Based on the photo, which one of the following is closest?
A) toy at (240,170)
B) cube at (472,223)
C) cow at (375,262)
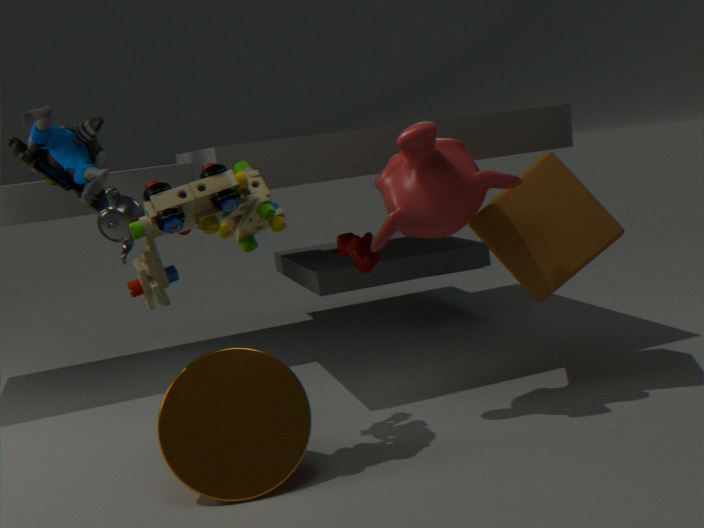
toy at (240,170)
